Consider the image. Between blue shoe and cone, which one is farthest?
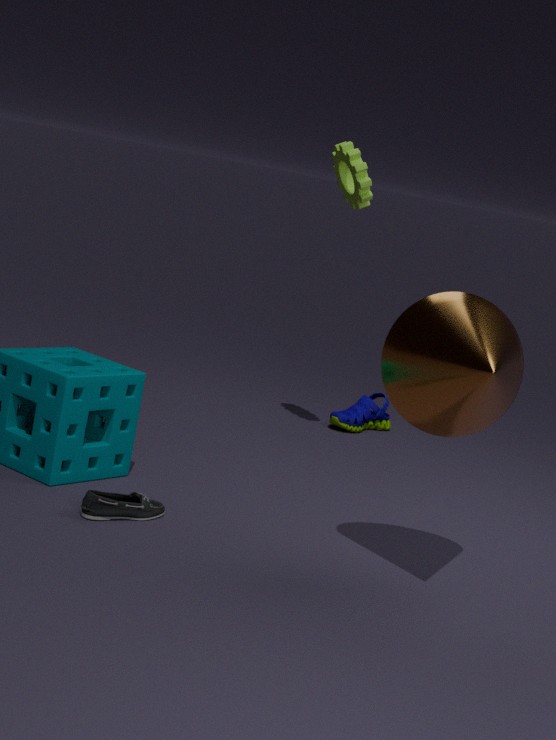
blue shoe
